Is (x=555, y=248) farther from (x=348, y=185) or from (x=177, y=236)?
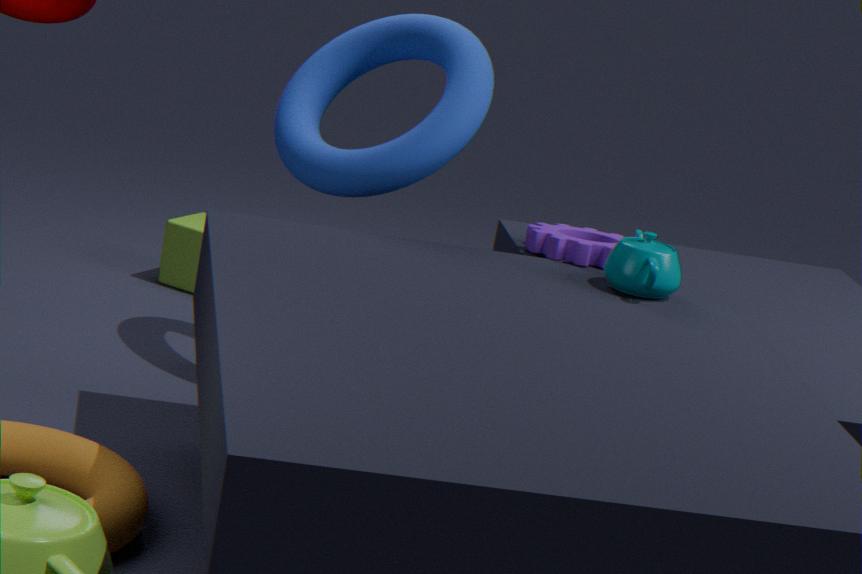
(x=177, y=236)
